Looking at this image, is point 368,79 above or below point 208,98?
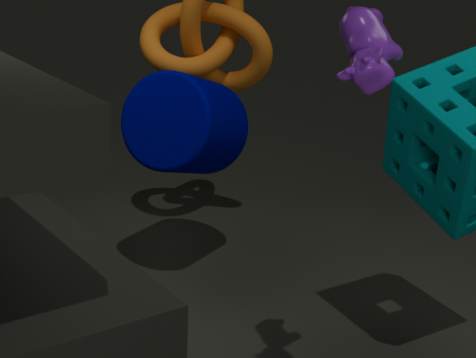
above
